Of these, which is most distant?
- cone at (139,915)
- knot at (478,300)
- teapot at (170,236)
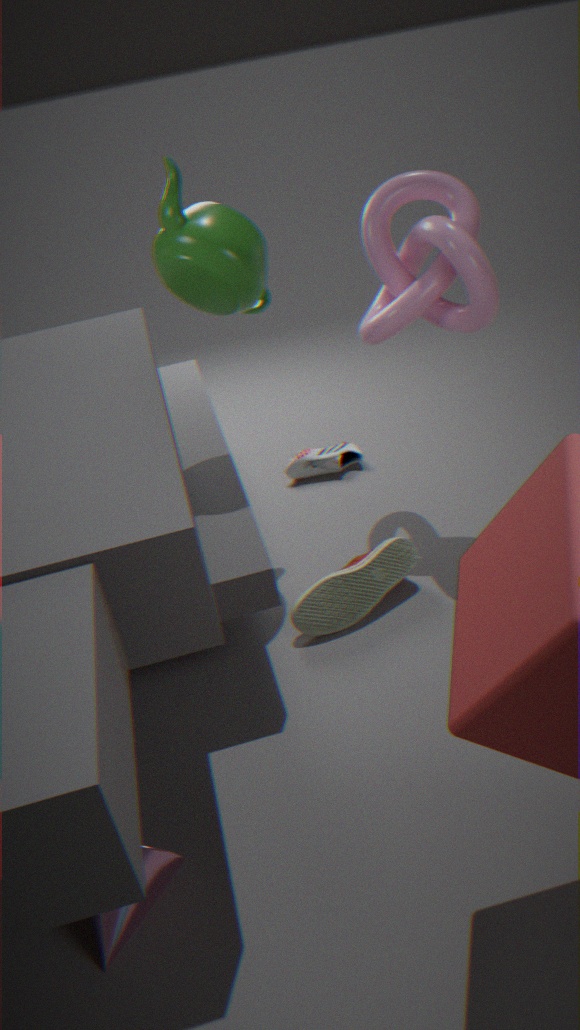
knot at (478,300)
